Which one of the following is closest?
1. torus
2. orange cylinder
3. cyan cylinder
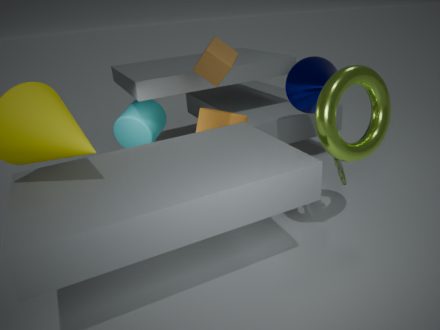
torus
